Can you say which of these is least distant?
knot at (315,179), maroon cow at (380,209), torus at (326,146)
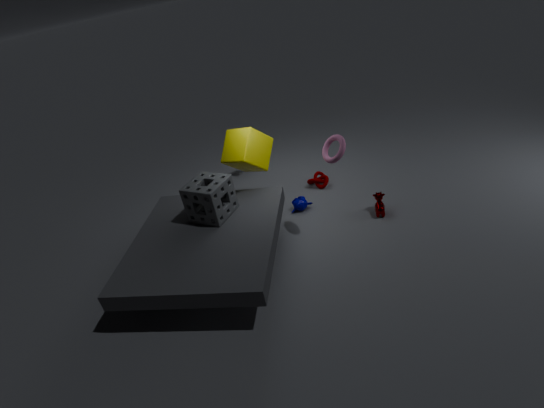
torus at (326,146)
